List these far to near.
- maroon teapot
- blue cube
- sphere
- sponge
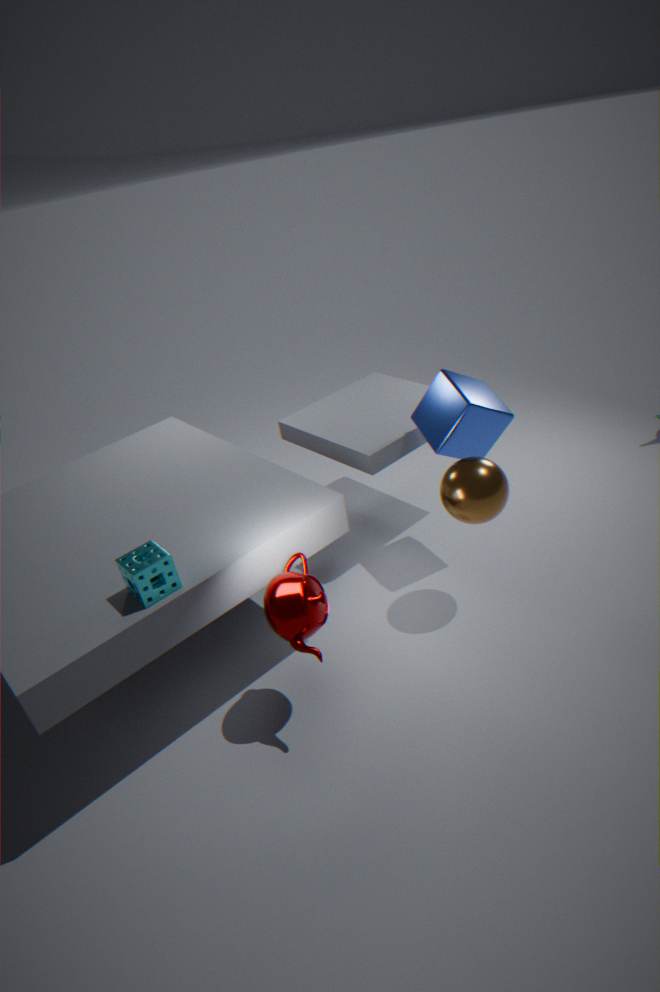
1. blue cube
2. sphere
3. maroon teapot
4. sponge
